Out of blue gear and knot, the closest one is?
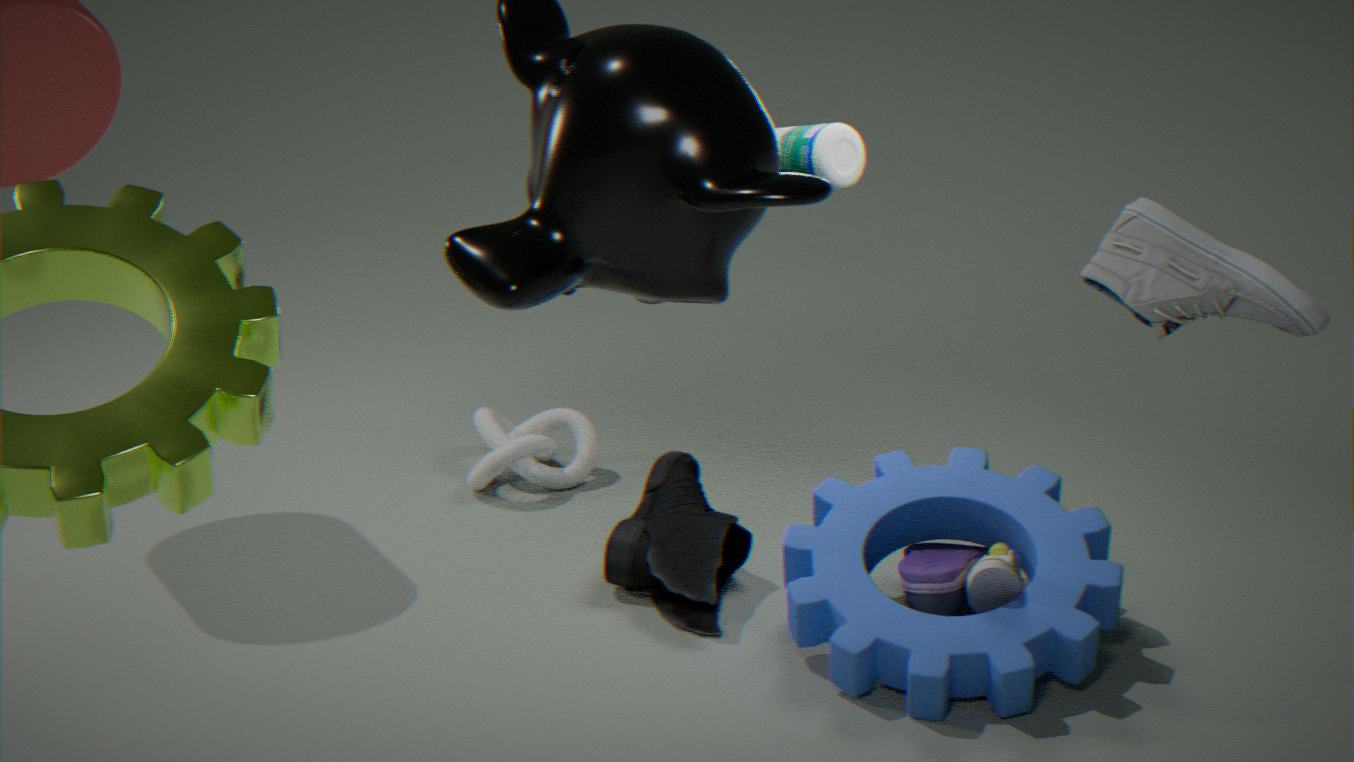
blue gear
